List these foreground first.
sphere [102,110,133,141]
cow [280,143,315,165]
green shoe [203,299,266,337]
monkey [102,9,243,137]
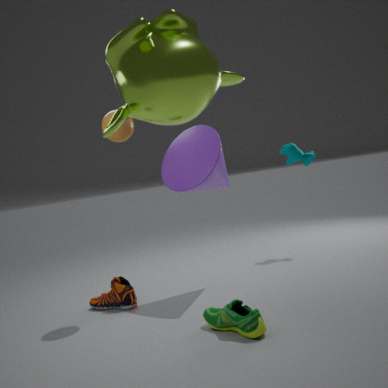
monkey [102,9,243,137], green shoe [203,299,266,337], sphere [102,110,133,141], cow [280,143,315,165]
